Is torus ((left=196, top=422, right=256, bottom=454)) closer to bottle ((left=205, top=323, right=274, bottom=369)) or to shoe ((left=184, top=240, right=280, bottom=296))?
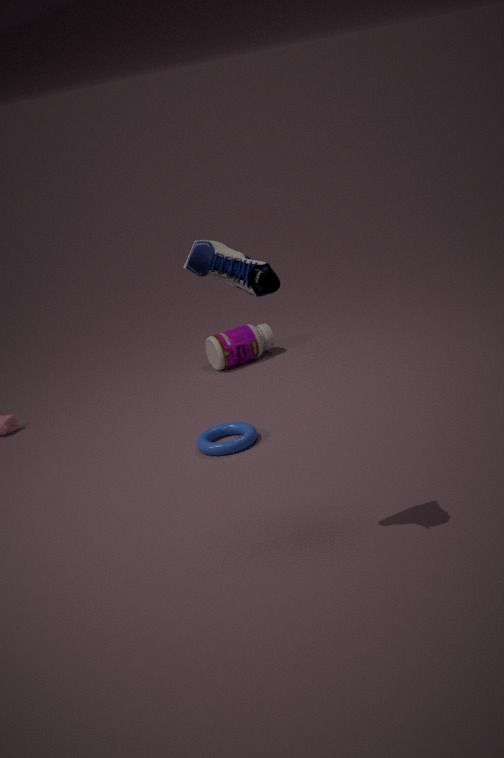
bottle ((left=205, top=323, right=274, bottom=369))
